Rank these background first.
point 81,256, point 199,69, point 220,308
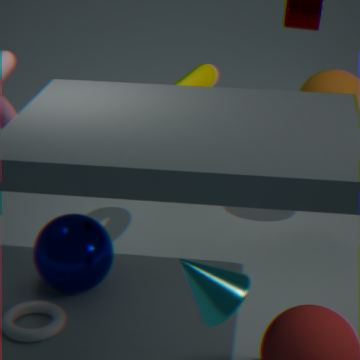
1. point 199,69
2. point 81,256
3. point 220,308
